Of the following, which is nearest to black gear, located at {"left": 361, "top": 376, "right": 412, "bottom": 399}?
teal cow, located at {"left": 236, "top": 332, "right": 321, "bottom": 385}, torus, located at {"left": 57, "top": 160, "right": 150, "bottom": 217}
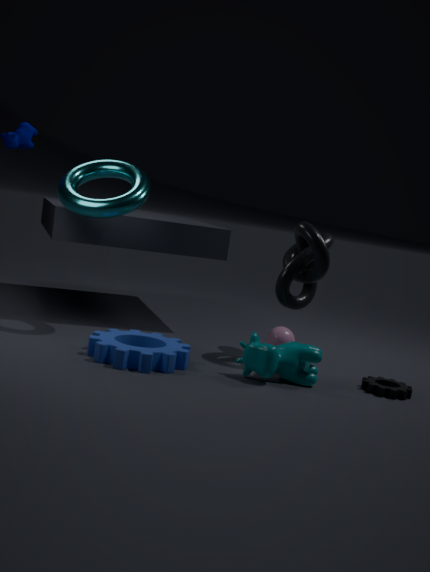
teal cow, located at {"left": 236, "top": 332, "right": 321, "bottom": 385}
